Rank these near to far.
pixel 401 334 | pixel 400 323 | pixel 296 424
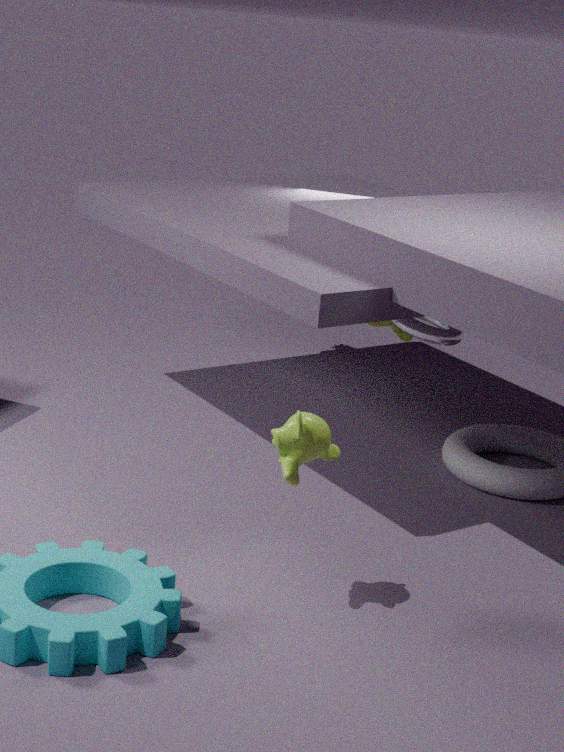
pixel 296 424
pixel 400 323
pixel 401 334
